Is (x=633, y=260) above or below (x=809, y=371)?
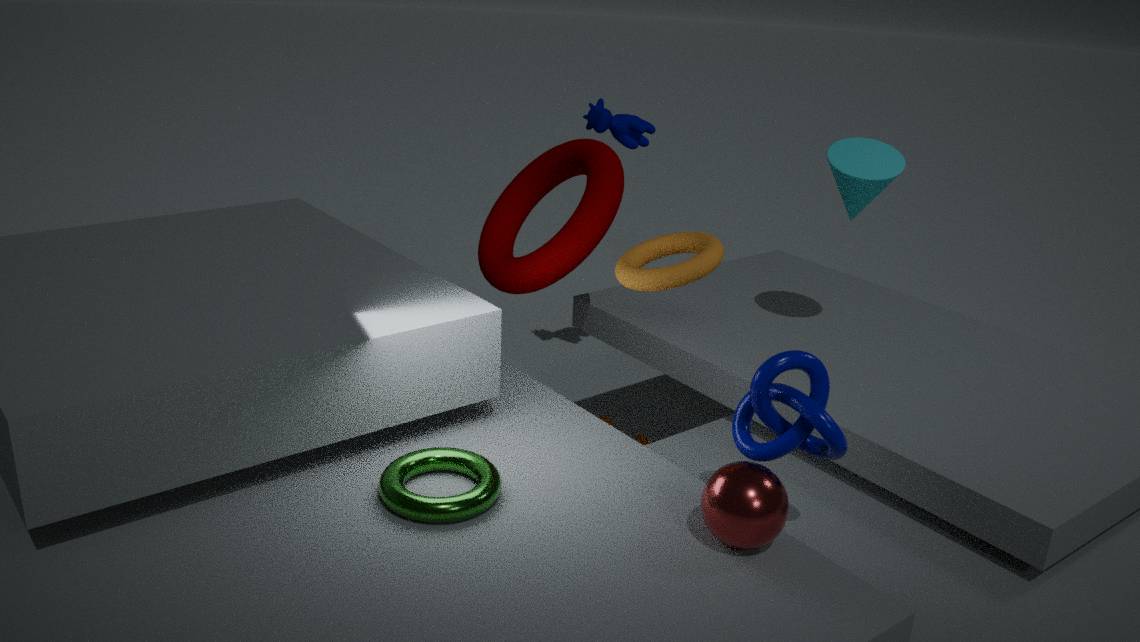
above
